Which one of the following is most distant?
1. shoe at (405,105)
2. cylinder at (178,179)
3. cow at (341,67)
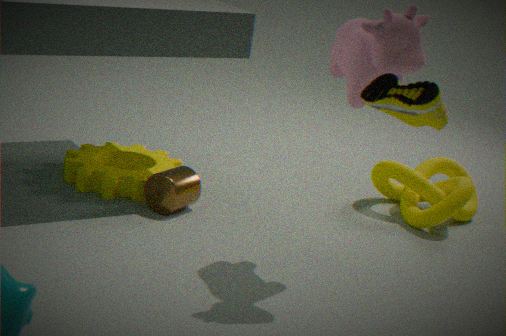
cylinder at (178,179)
